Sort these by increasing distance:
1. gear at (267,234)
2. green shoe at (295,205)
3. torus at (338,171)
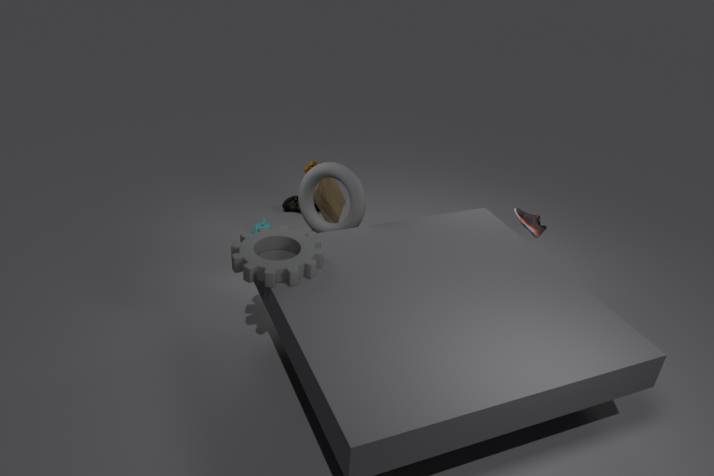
gear at (267,234), torus at (338,171), green shoe at (295,205)
